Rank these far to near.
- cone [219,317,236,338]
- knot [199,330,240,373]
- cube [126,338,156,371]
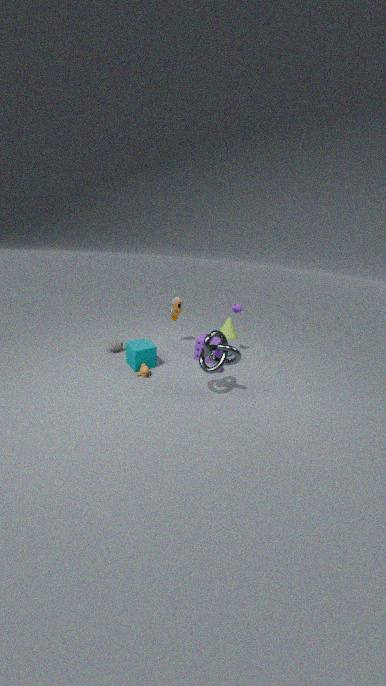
cone [219,317,236,338], cube [126,338,156,371], knot [199,330,240,373]
